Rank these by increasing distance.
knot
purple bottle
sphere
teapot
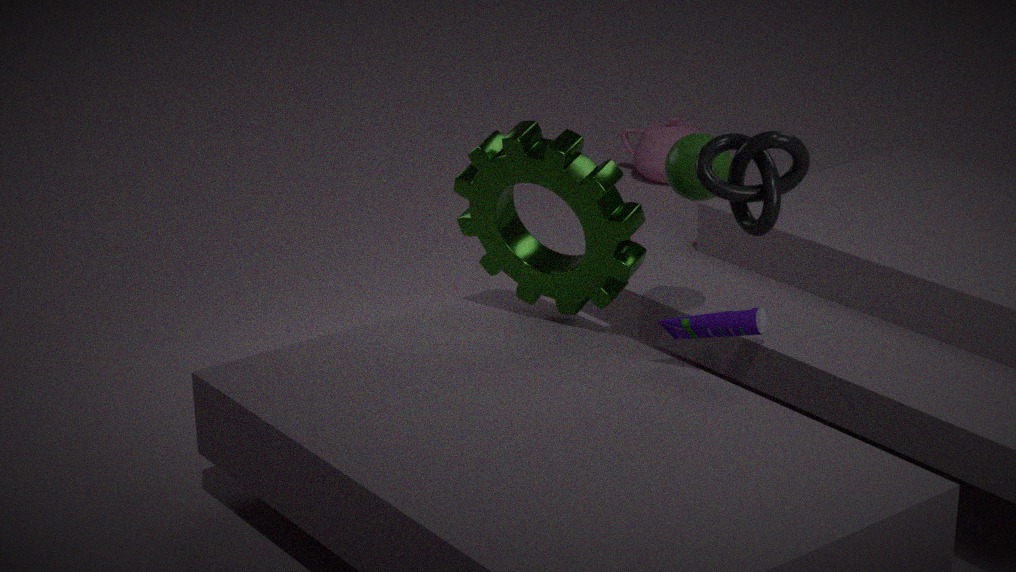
1. knot
2. purple bottle
3. sphere
4. teapot
